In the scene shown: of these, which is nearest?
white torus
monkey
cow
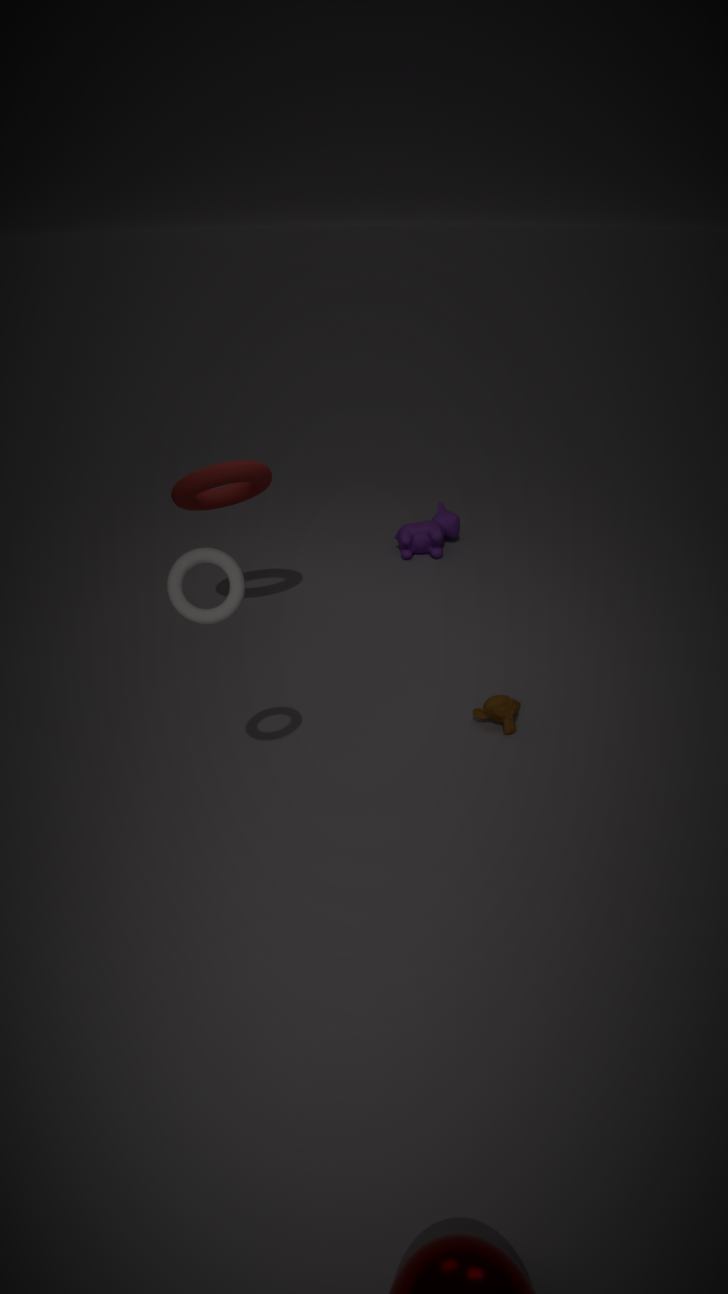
white torus
